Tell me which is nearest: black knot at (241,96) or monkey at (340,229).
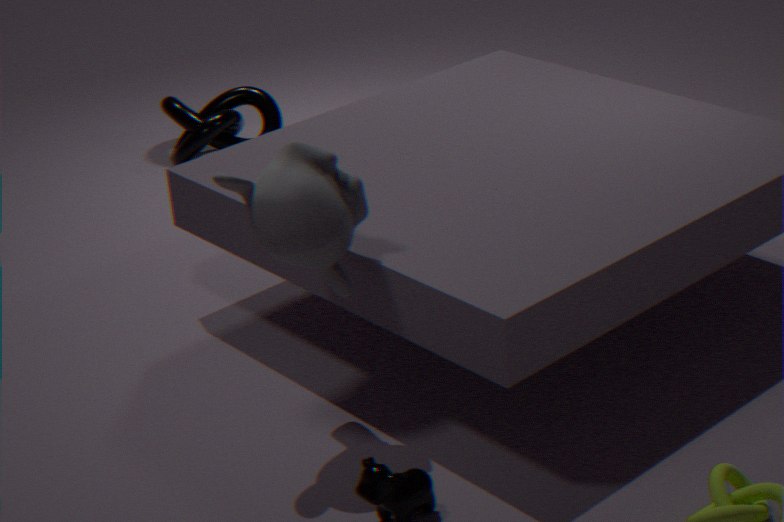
monkey at (340,229)
